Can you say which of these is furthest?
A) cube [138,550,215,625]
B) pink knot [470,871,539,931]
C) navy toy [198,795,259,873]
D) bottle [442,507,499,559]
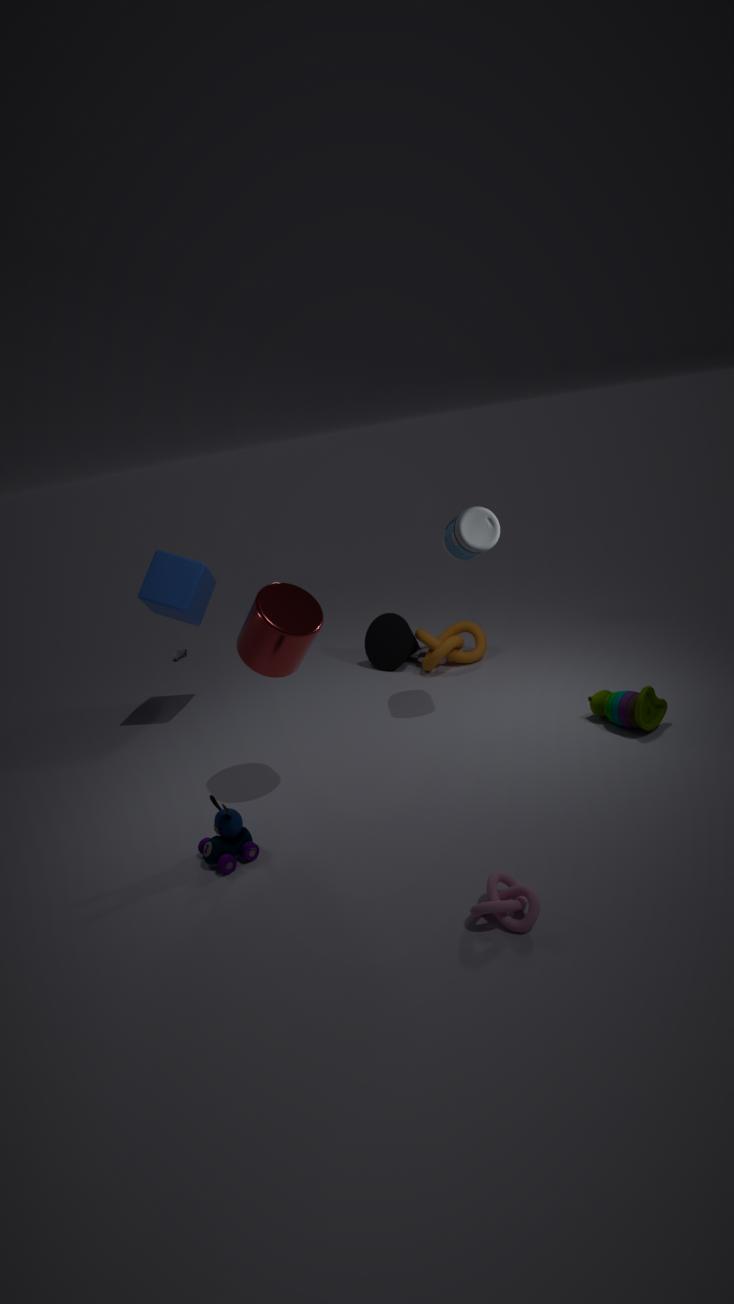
cube [138,550,215,625]
